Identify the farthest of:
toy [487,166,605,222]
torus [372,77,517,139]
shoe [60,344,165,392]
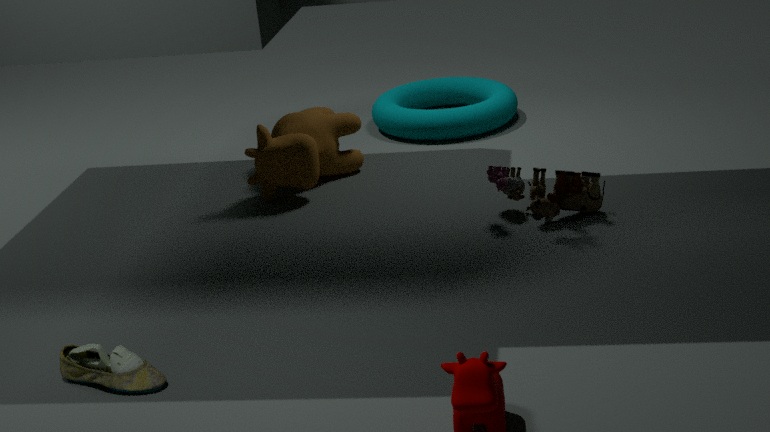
torus [372,77,517,139]
